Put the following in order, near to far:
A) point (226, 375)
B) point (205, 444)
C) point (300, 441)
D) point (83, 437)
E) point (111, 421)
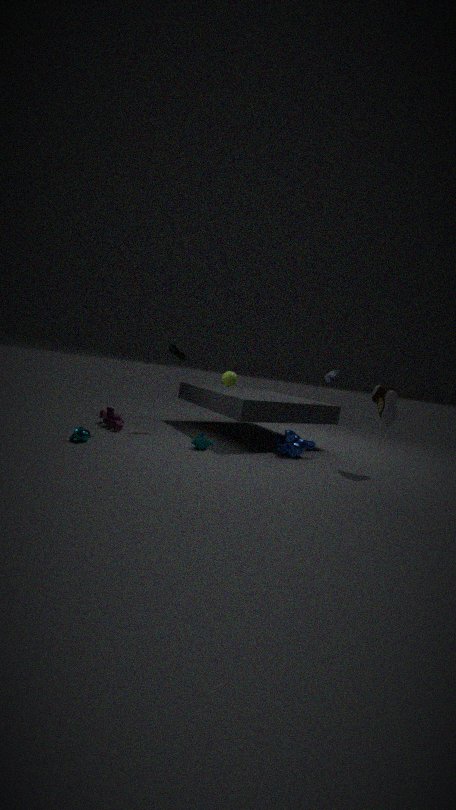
1. D. point (83, 437)
2. B. point (205, 444)
3. A. point (226, 375)
4. C. point (300, 441)
5. E. point (111, 421)
